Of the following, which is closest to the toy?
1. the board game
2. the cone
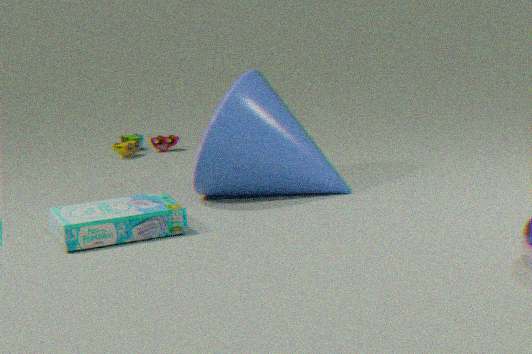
the cone
